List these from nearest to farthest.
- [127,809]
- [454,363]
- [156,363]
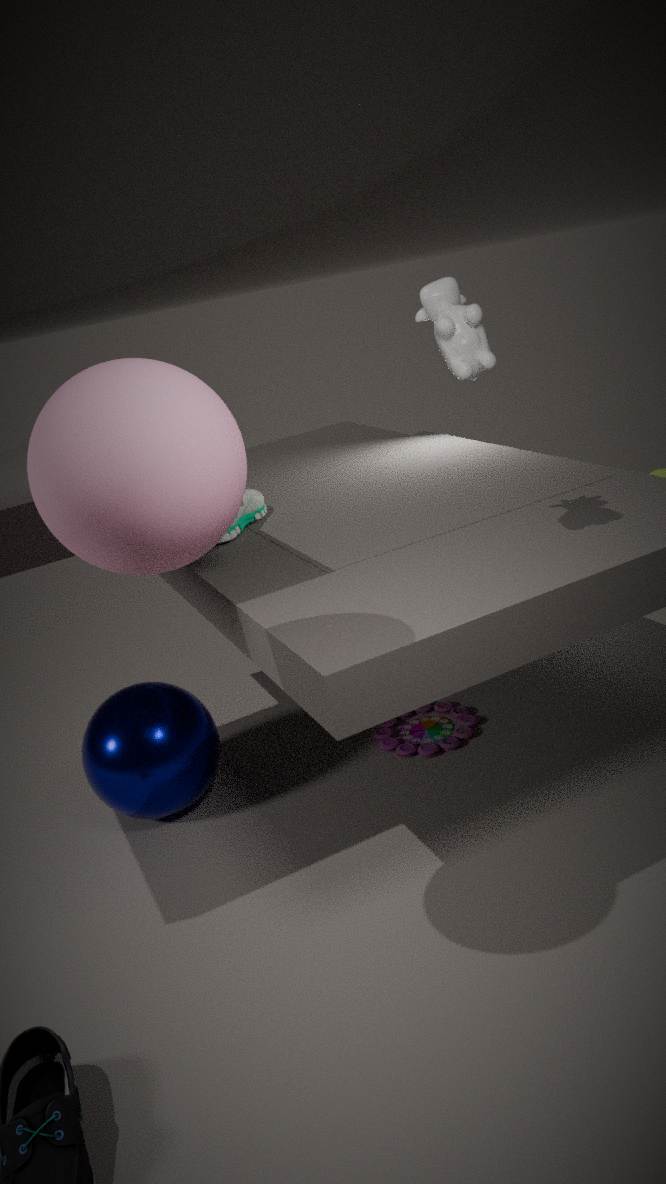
[156,363] < [454,363] < [127,809]
